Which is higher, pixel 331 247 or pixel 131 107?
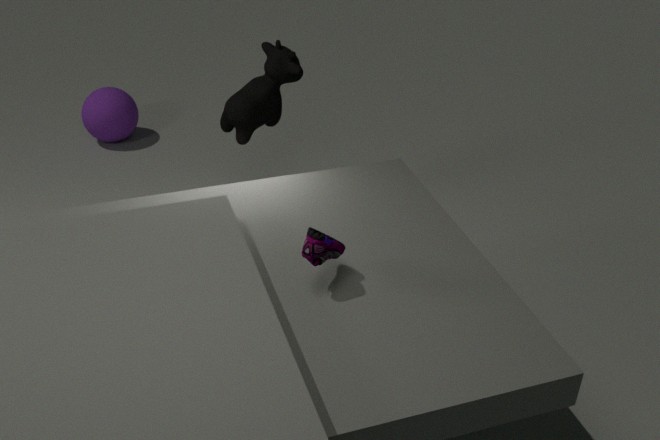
pixel 331 247
